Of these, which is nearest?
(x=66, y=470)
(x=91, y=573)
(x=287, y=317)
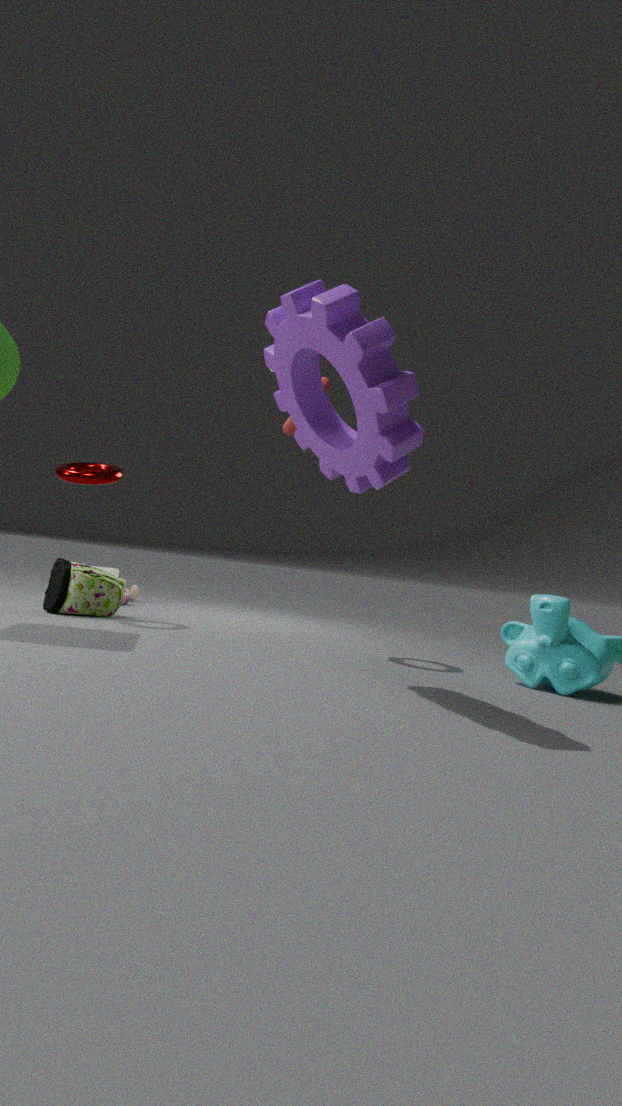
(x=287, y=317)
